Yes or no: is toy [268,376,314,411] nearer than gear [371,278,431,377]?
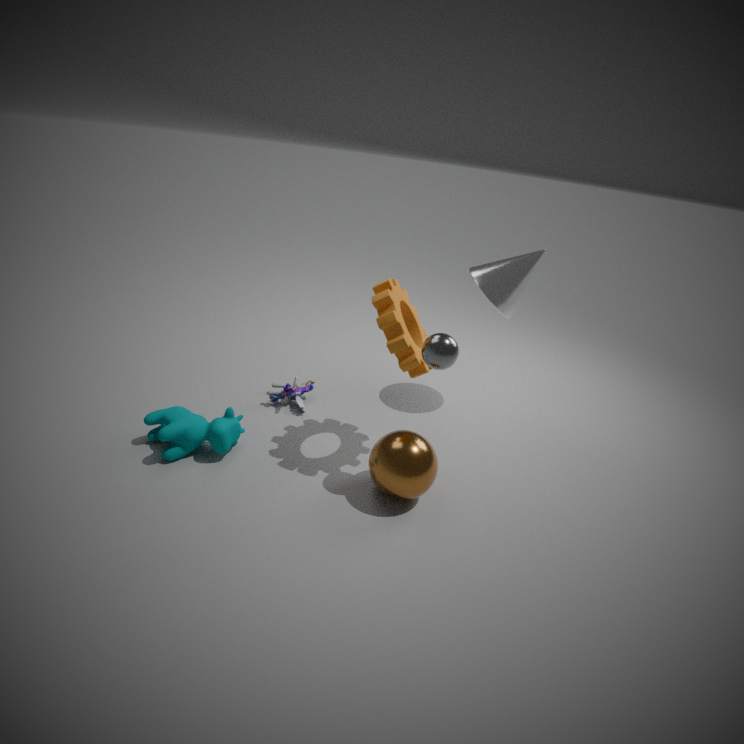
No
